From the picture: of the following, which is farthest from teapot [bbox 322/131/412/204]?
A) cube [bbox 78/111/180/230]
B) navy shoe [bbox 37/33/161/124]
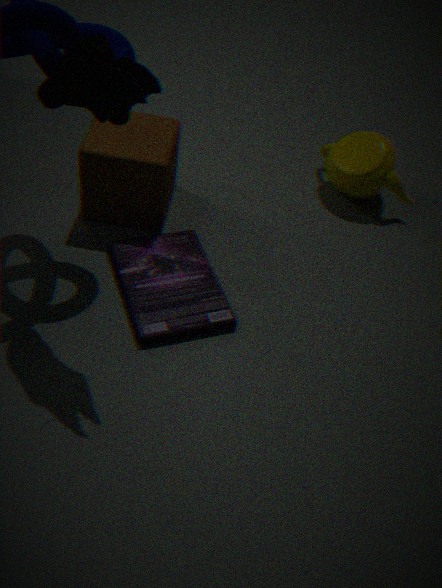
navy shoe [bbox 37/33/161/124]
